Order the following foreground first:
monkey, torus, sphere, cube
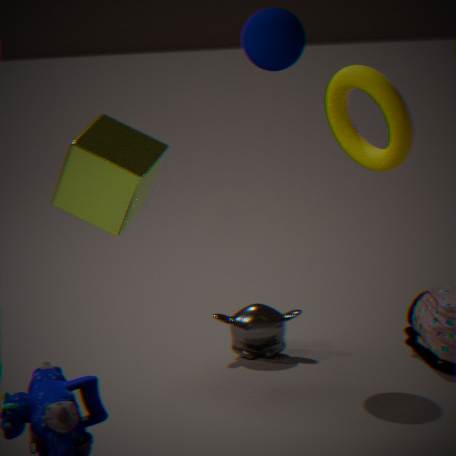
cube
torus
sphere
monkey
